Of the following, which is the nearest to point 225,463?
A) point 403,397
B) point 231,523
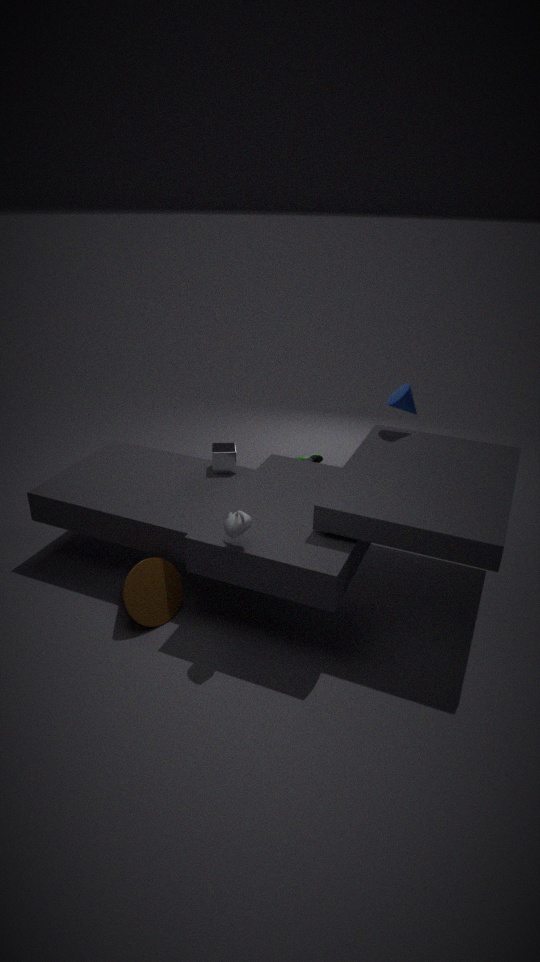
point 231,523
